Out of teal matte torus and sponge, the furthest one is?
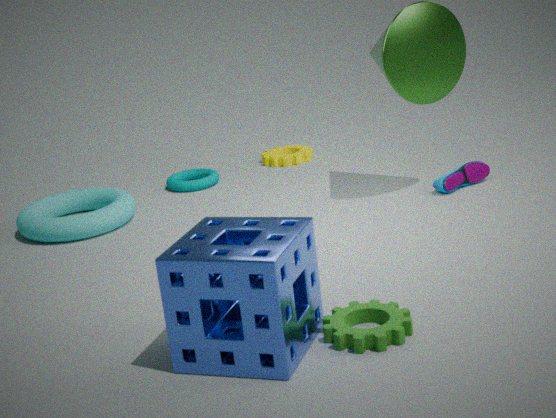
teal matte torus
